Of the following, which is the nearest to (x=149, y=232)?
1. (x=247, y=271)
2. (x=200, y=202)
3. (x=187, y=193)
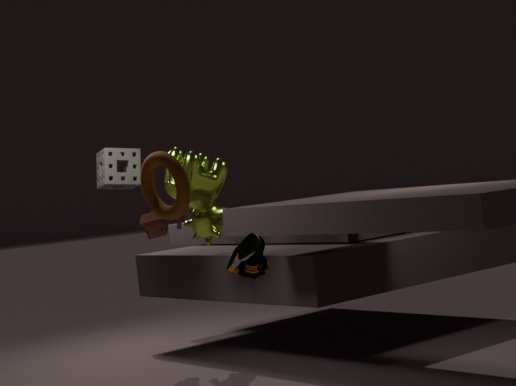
(x=200, y=202)
